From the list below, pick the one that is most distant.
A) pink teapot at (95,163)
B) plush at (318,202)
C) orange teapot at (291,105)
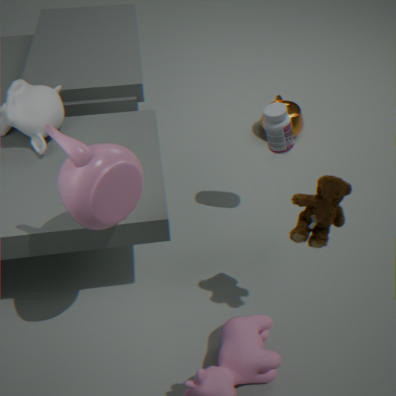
orange teapot at (291,105)
